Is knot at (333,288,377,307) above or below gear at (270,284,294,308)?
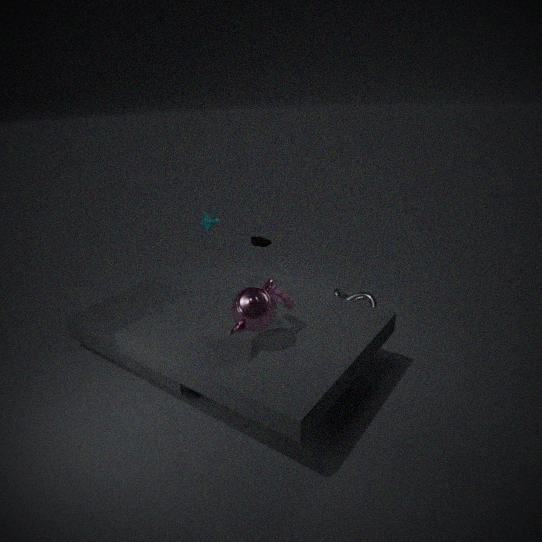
below
